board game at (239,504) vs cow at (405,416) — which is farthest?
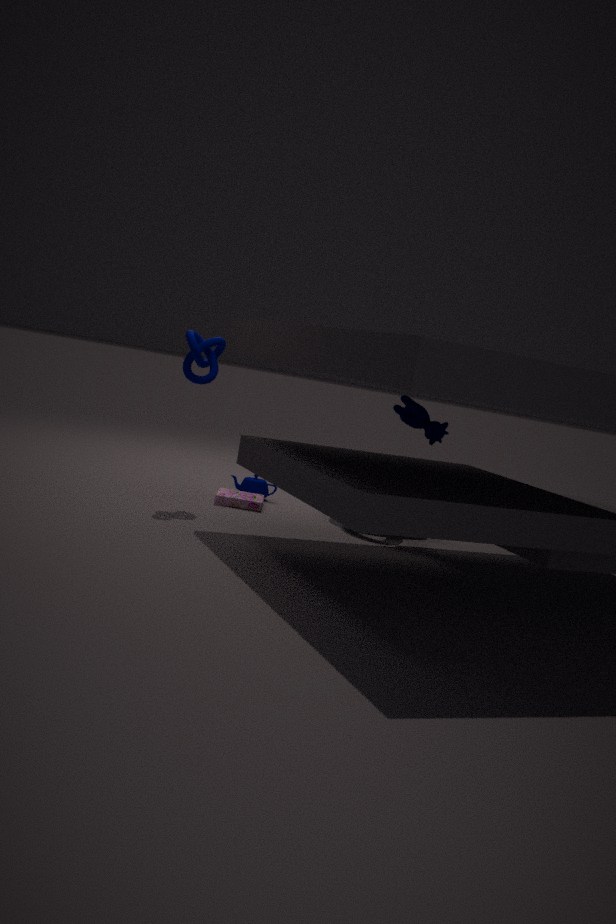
board game at (239,504)
